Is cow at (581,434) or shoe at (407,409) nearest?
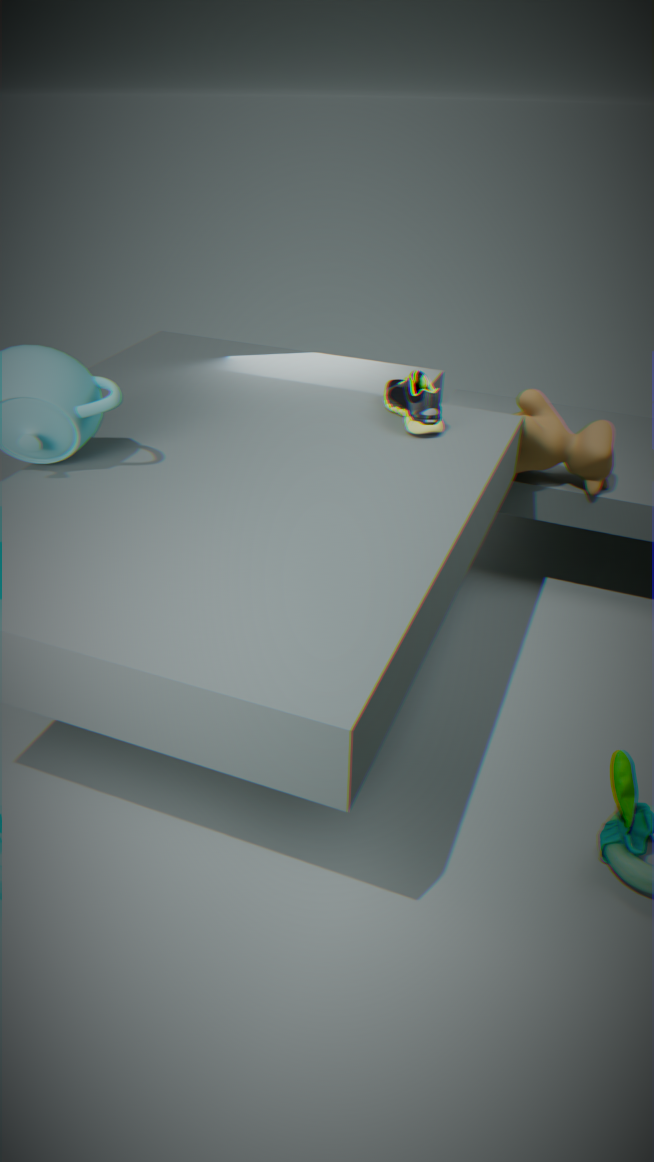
shoe at (407,409)
